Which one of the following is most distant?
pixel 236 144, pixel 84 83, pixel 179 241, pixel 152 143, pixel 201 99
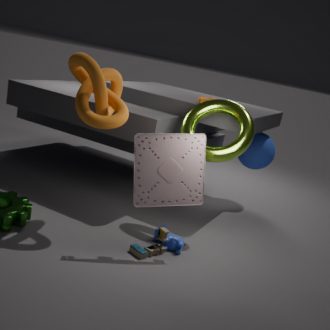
pixel 201 99
